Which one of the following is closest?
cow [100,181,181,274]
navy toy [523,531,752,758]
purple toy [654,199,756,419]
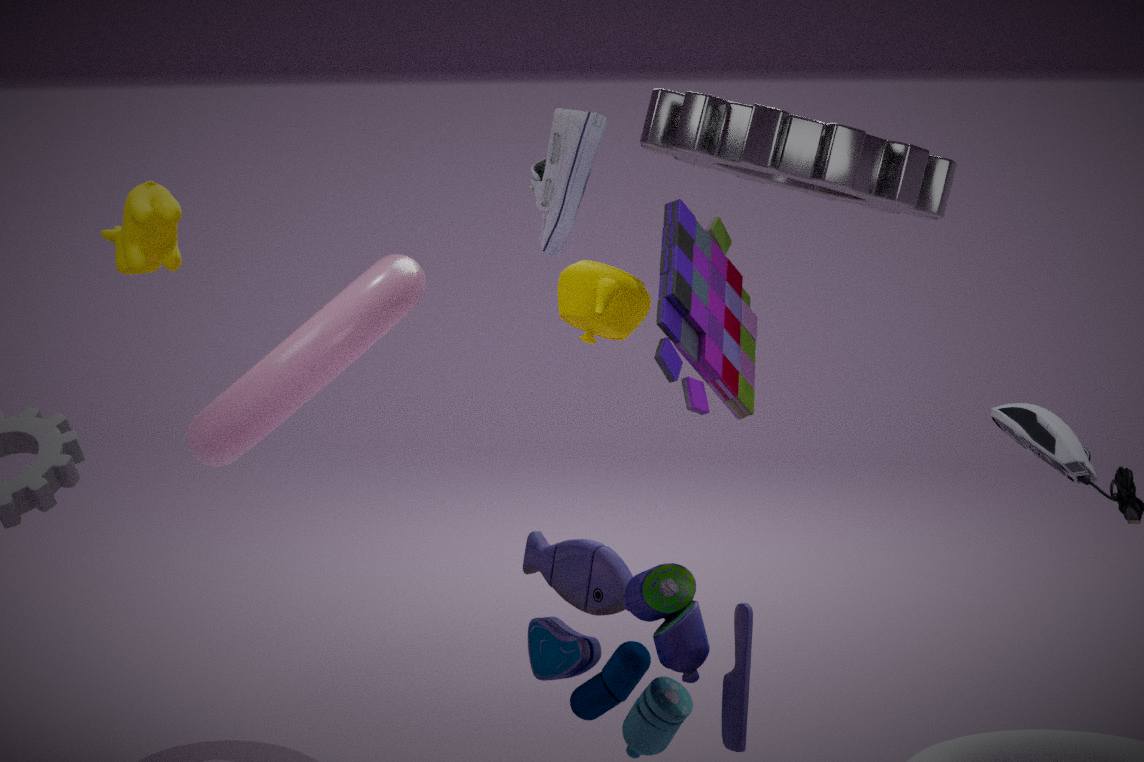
navy toy [523,531,752,758]
